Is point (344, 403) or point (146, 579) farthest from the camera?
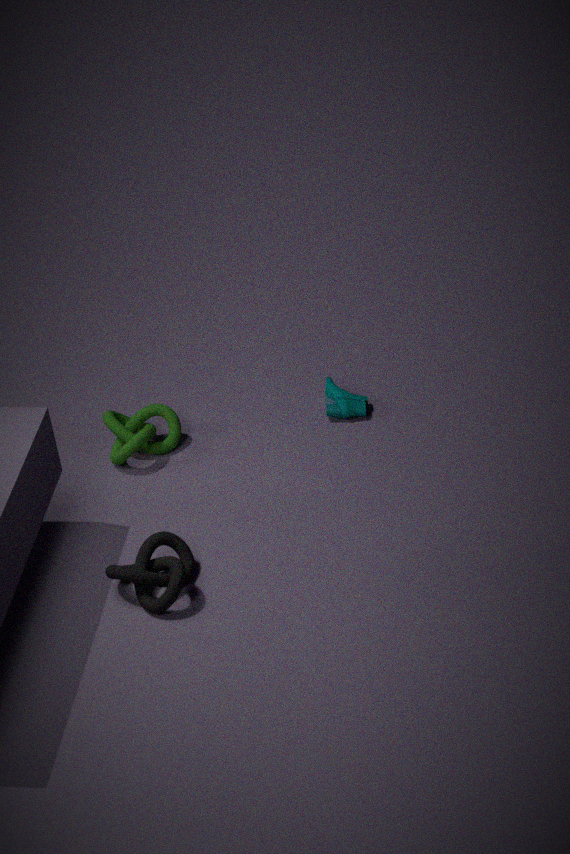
point (344, 403)
